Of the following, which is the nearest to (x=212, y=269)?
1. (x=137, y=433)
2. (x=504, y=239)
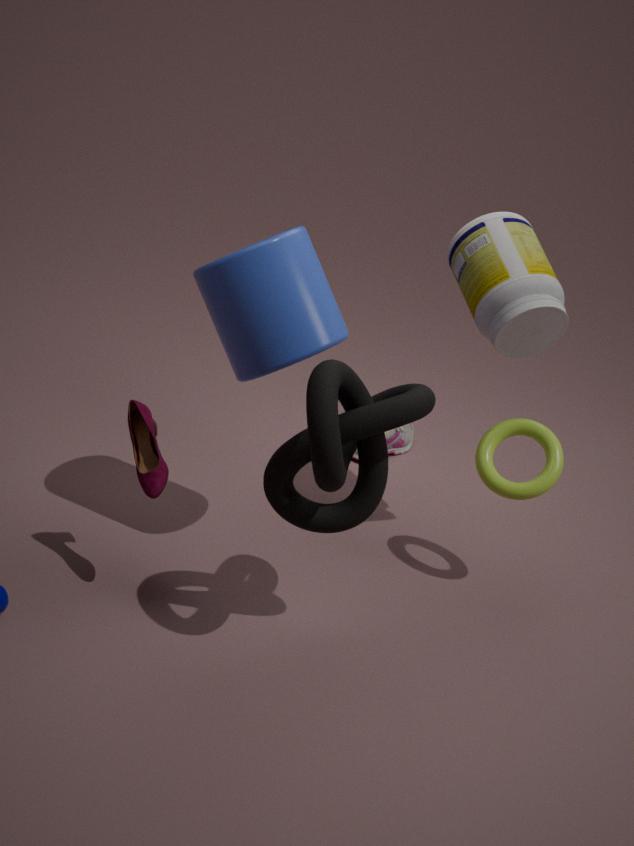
(x=137, y=433)
